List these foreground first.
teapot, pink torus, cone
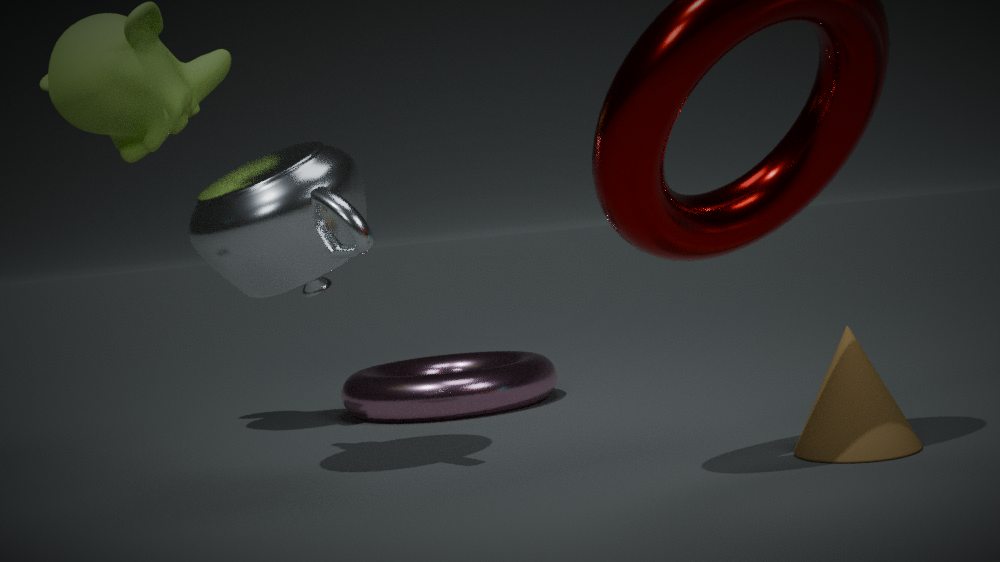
cone → teapot → pink torus
